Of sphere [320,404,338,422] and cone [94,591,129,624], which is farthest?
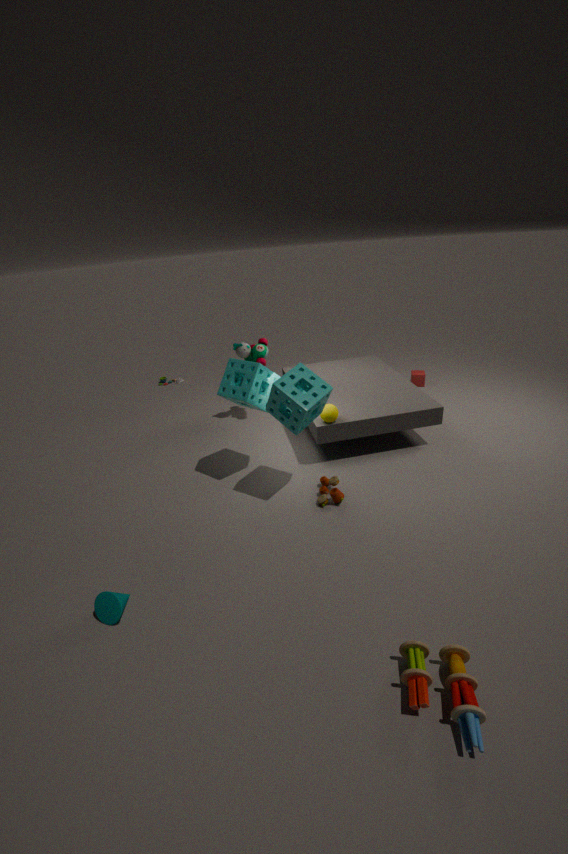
sphere [320,404,338,422]
